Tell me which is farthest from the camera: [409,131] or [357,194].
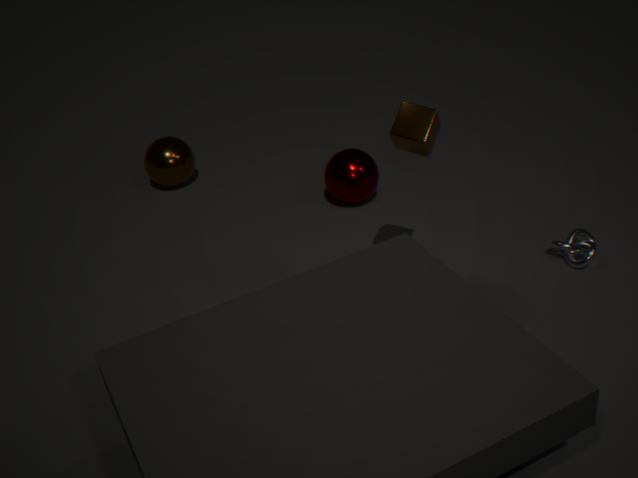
[357,194]
